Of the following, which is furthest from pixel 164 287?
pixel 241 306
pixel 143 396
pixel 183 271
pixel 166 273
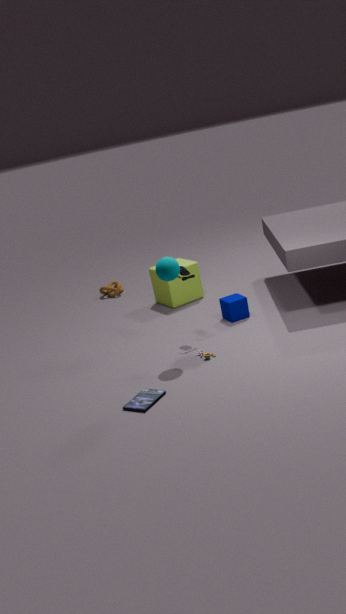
pixel 143 396
